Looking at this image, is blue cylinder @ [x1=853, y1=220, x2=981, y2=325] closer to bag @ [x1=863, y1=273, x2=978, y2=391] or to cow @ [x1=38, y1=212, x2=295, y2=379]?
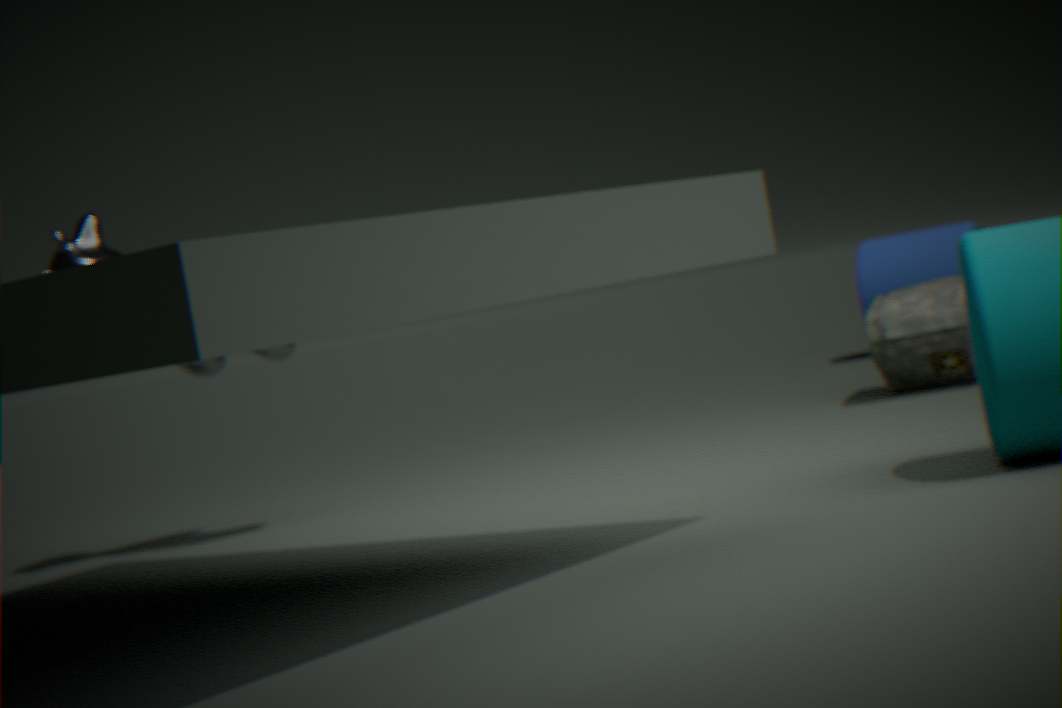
bag @ [x1=863, y1=273, x2=978, y2=391]
